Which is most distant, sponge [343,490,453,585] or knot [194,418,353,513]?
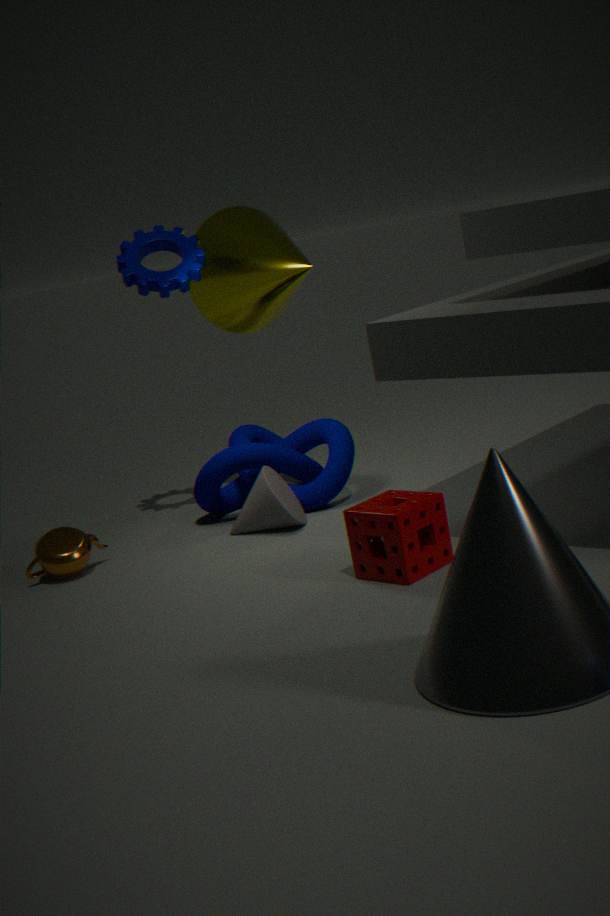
knot [194,418,353,513]
